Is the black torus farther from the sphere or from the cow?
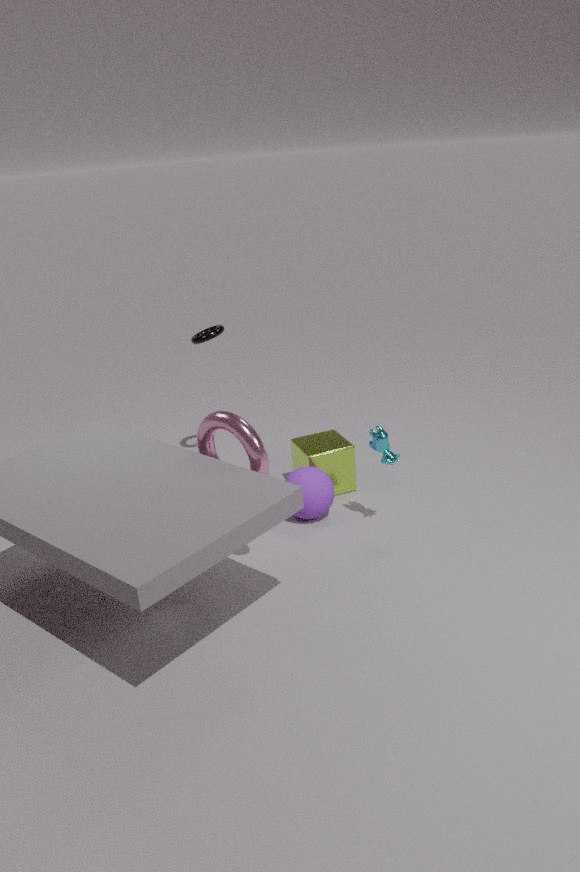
the cow
